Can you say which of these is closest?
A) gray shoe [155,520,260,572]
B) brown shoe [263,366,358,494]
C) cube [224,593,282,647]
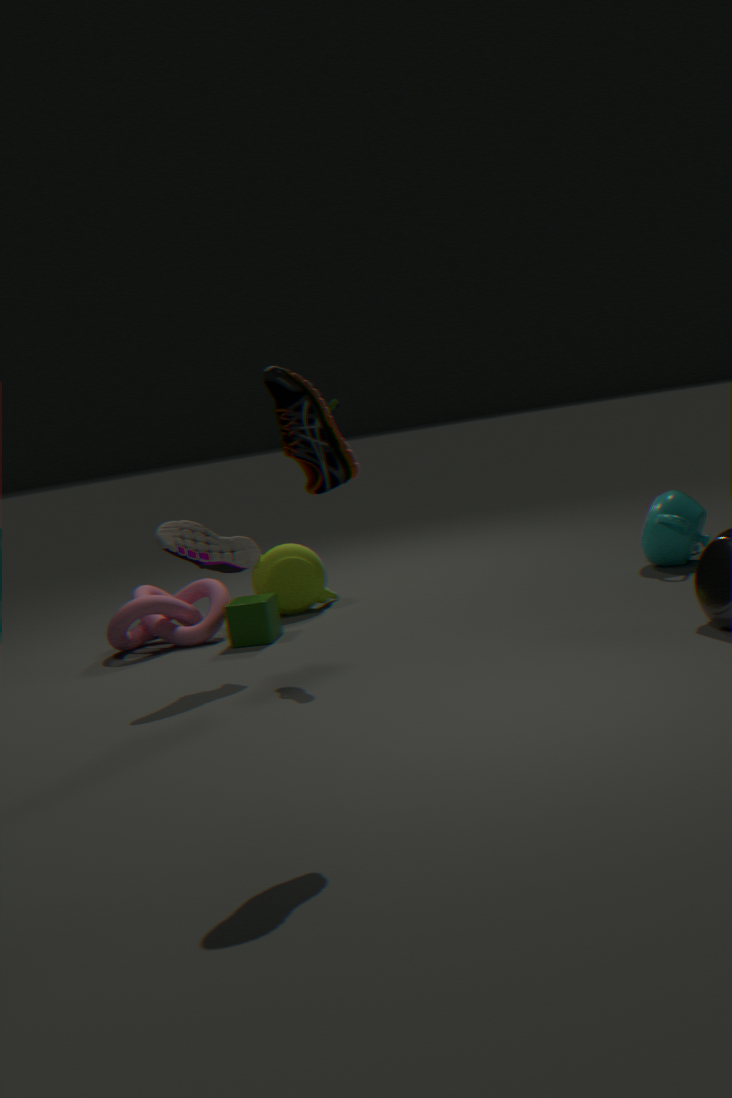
brown shoe [263,366,358,494]
